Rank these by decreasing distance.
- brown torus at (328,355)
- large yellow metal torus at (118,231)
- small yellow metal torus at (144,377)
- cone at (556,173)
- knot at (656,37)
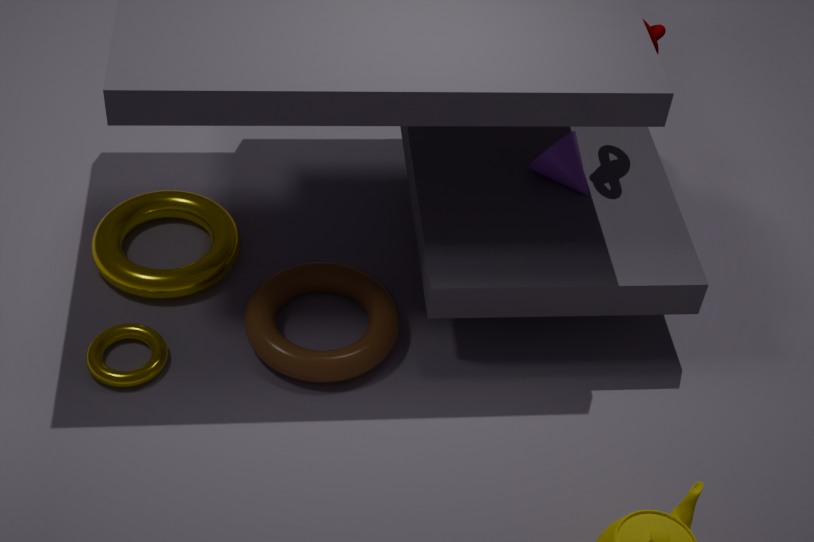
cone at (556,173) < knot at (656,37) < large yellow metal torus at (118,231) < brown torus at (328,355) < small yellow metal torus at (144,377)
